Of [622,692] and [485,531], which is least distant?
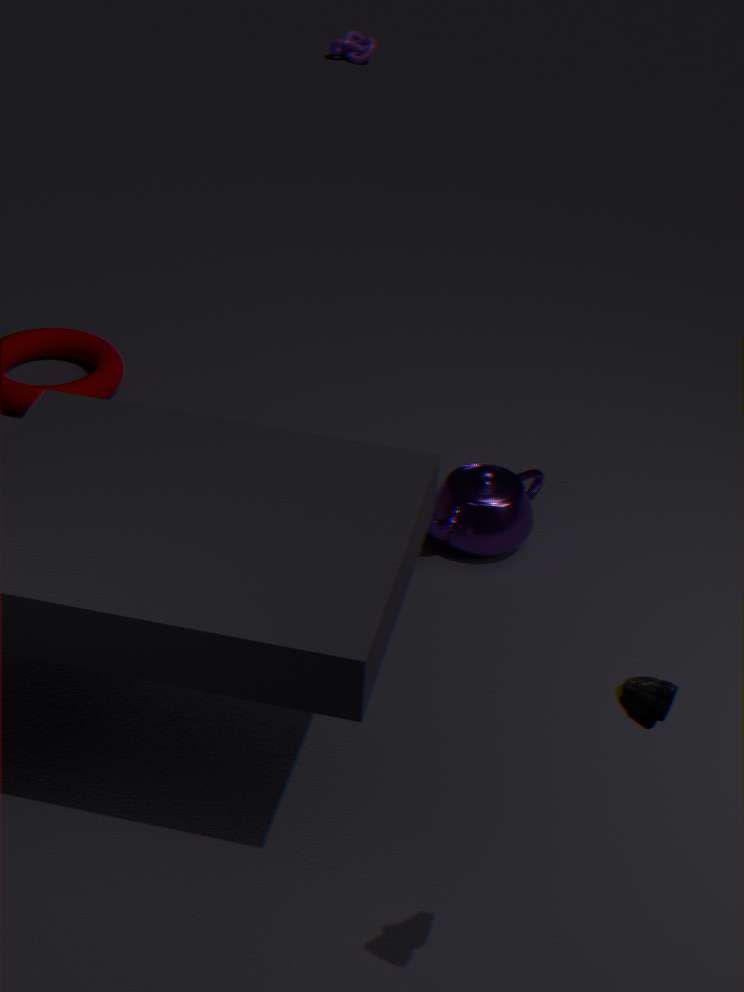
[622,692]
